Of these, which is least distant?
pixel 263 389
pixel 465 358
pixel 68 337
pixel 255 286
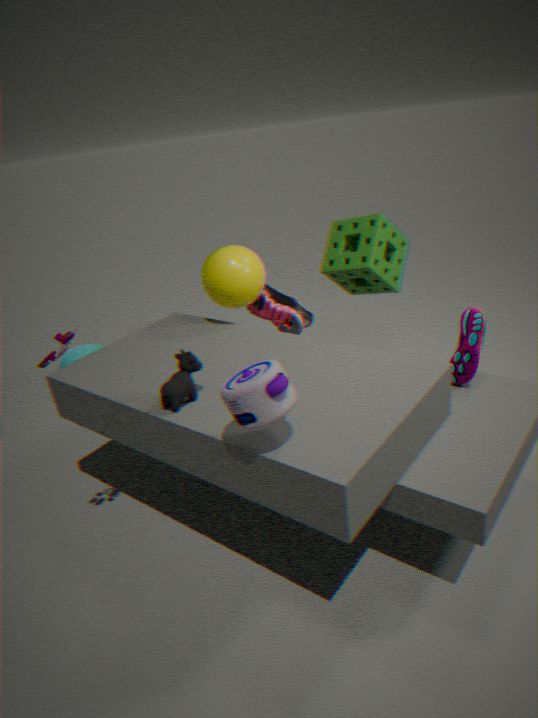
pixel 263 389
